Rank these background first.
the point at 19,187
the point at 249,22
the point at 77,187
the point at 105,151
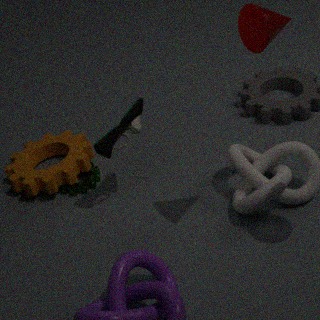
the point at 19,187, the point at 77,187, the point at 105,151, the point at 249,22
